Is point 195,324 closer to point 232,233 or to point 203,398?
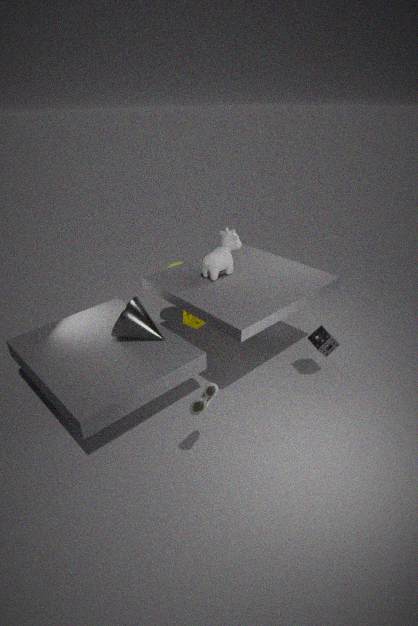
point 232,233
